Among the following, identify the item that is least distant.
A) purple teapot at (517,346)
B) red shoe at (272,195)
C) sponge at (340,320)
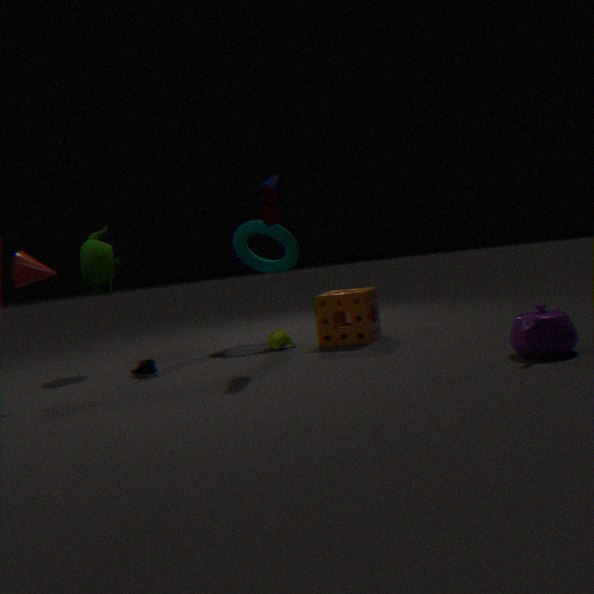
purple teapot at (517,346)
